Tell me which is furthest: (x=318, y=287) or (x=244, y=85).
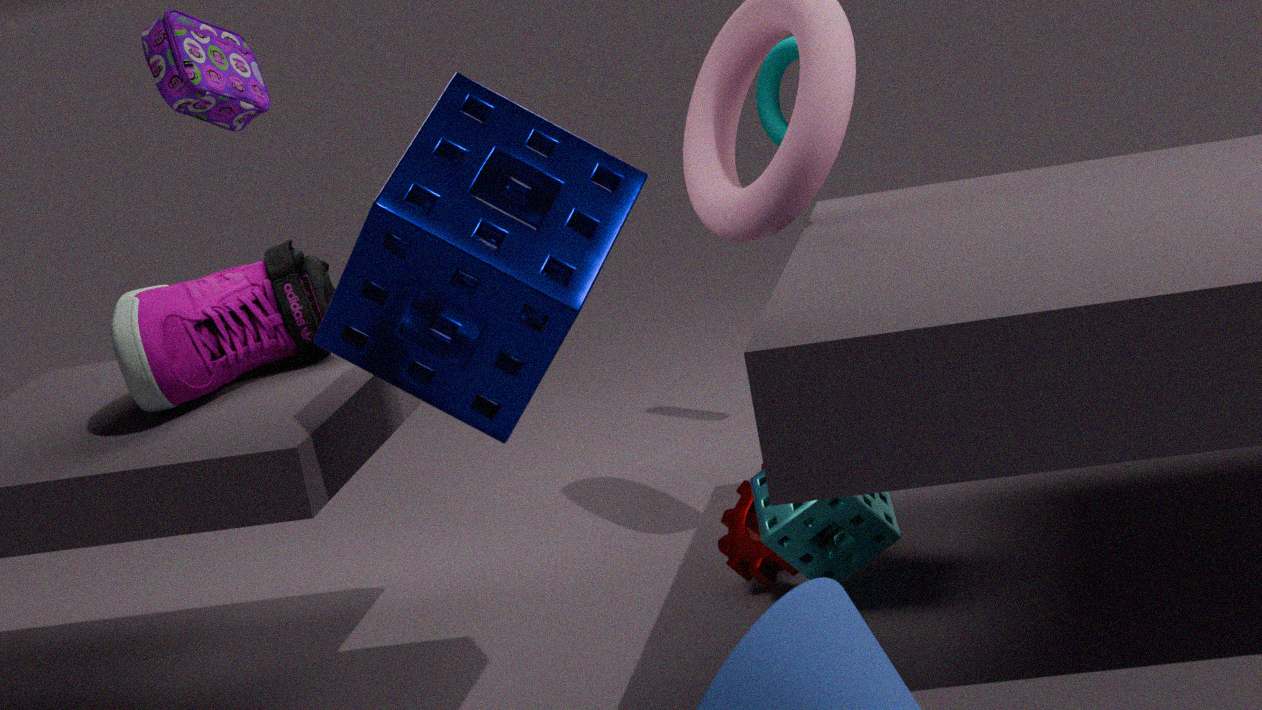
(x=244, y=85)
